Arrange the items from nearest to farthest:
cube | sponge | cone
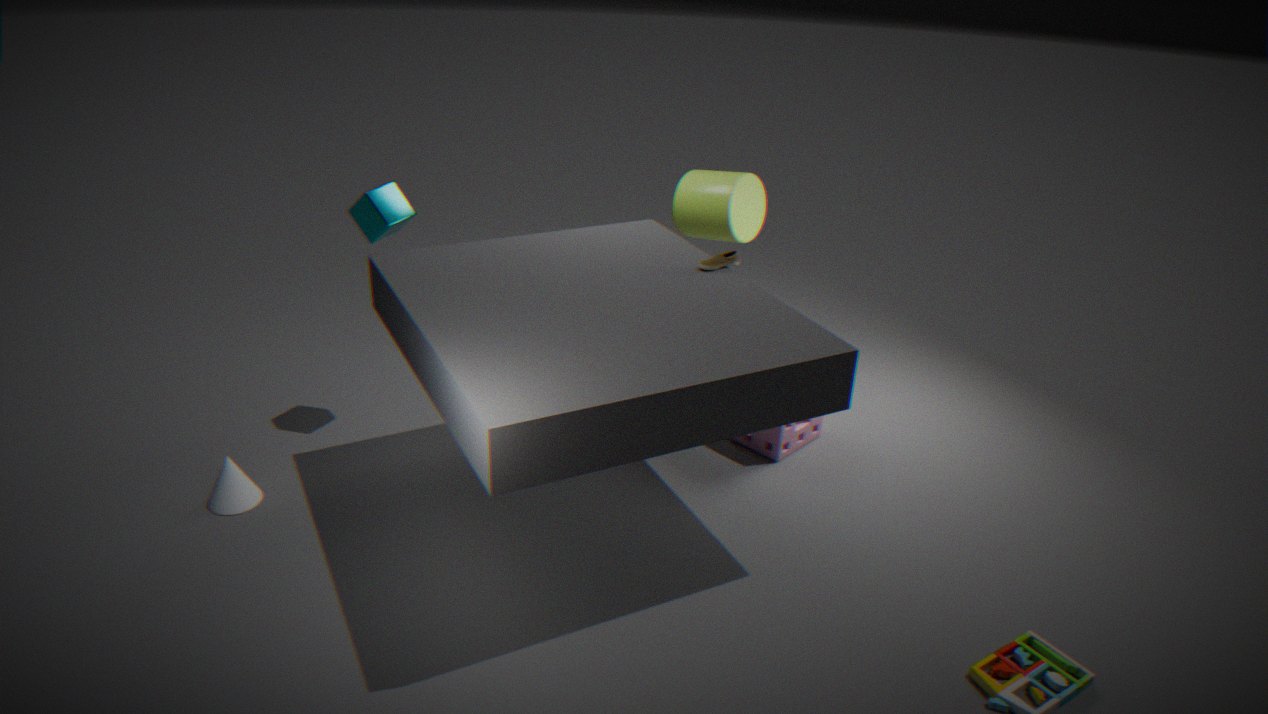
1. cone
2. cube
3. sponge
